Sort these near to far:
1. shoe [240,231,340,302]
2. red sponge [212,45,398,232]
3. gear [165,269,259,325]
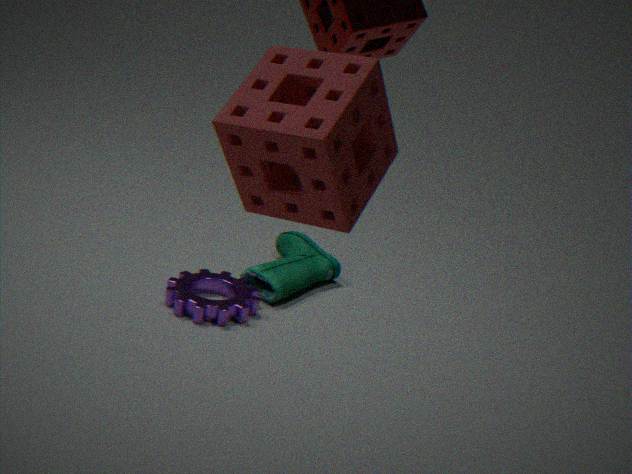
red sponge [212,45,398,232]
gear [165,269,259,325]
shoe [240,231,340,302]
